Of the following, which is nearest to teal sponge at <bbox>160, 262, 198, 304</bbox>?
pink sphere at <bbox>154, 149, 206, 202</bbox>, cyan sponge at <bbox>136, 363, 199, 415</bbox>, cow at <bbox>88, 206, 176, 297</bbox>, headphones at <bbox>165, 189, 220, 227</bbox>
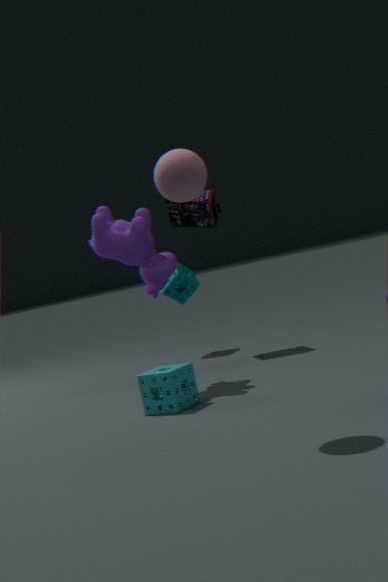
headphones at <bbox>165, 189, 220, 227</bbox>
